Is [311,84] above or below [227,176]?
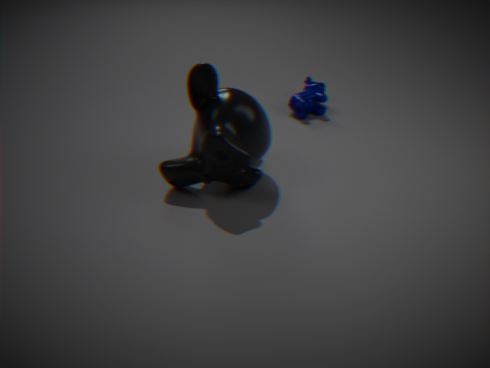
below
